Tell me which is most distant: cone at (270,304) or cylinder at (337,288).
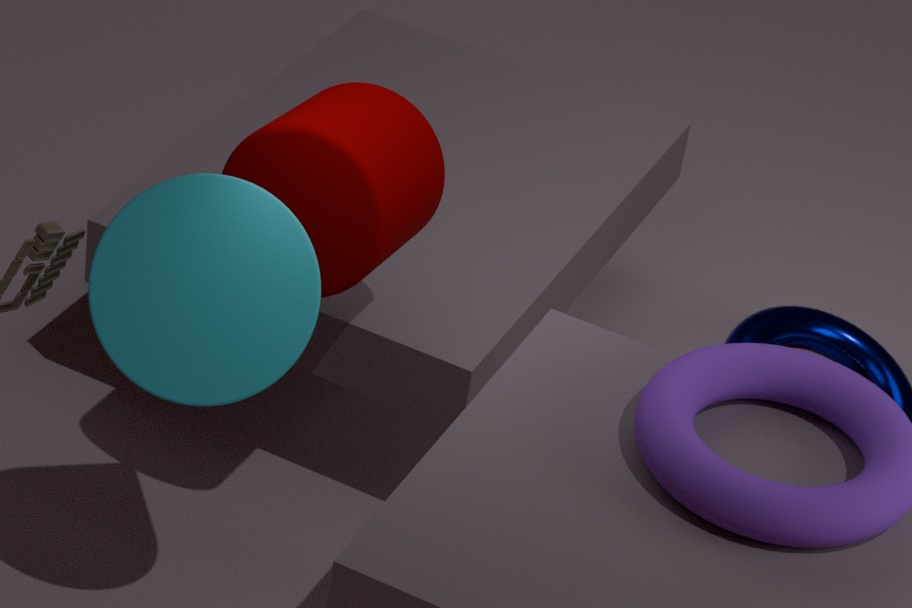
cylinder at (337,288)
